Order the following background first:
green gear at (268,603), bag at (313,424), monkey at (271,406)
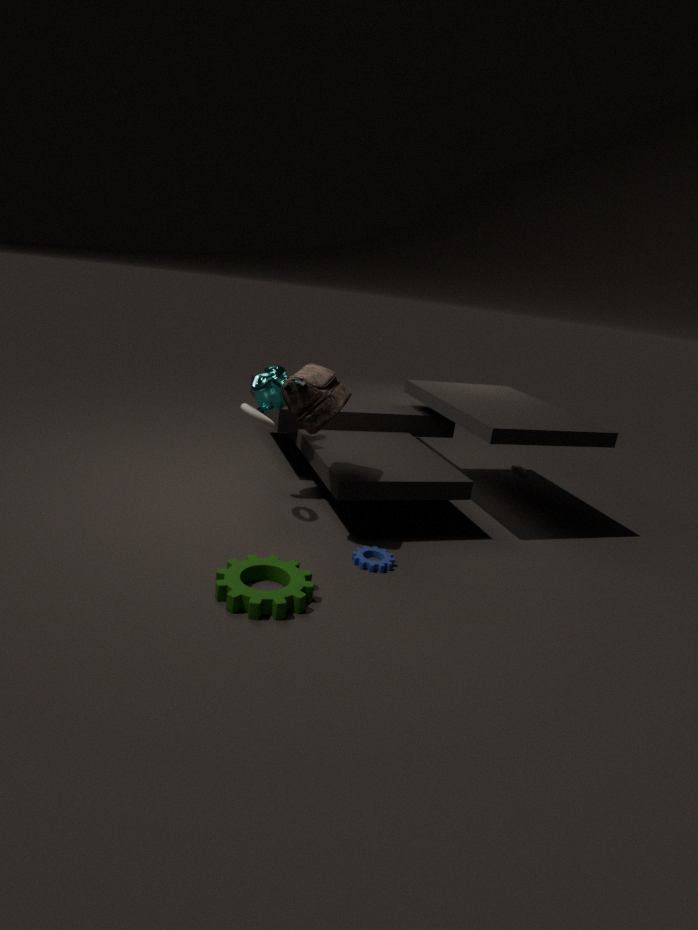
monkey at (271,406)
bag at (313,424)
green gear at (268,603)
